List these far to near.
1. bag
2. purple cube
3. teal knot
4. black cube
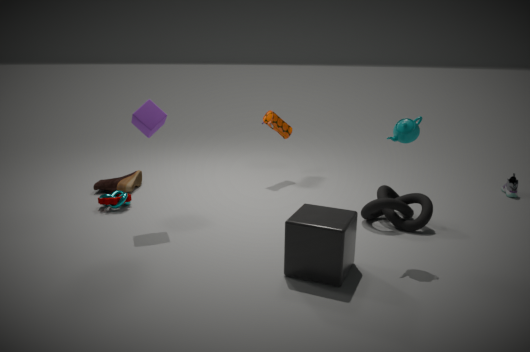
1. bag
2. teal knot
3. purple cube
4. black cube
